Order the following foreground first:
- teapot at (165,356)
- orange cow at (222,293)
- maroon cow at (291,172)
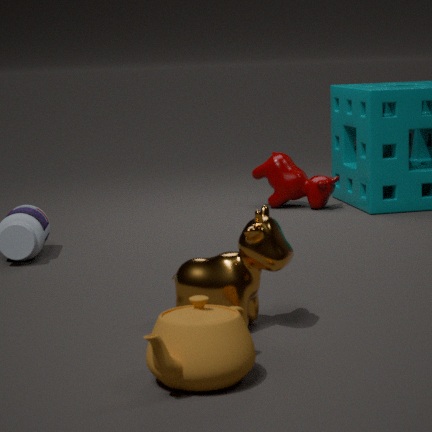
teapot at (165,356) → orange cow at (222,293) → maroon cow at (291,172)
